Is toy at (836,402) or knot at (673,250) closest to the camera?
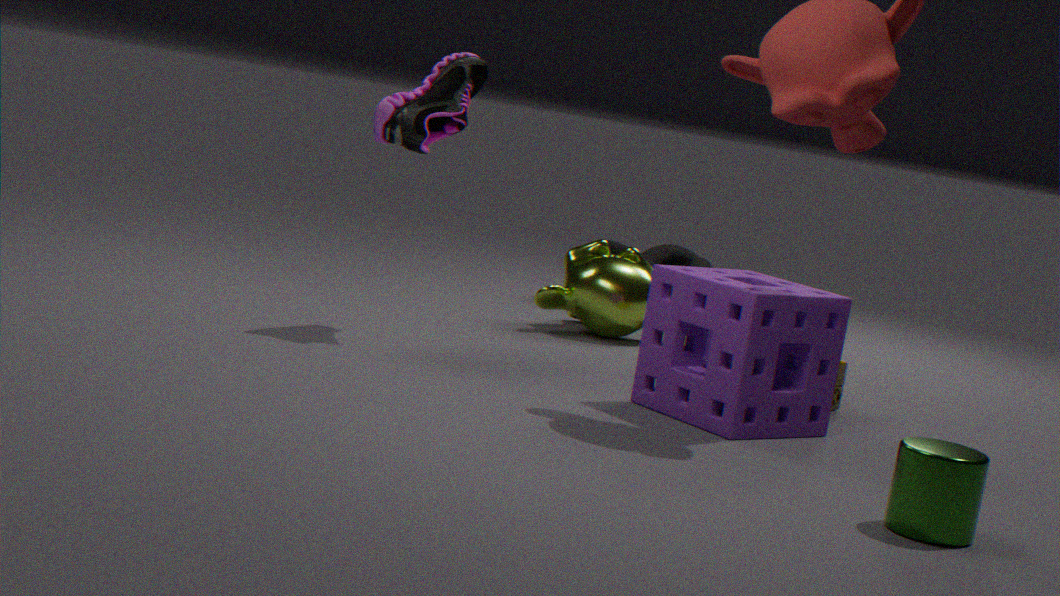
toy at (836,402)
